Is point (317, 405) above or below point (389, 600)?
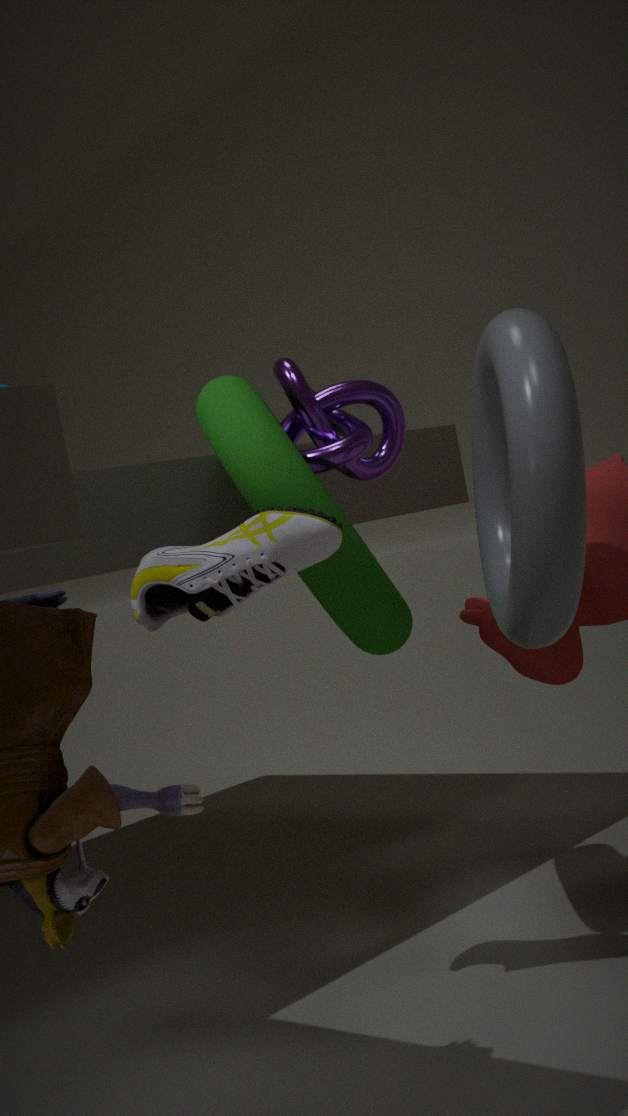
above
